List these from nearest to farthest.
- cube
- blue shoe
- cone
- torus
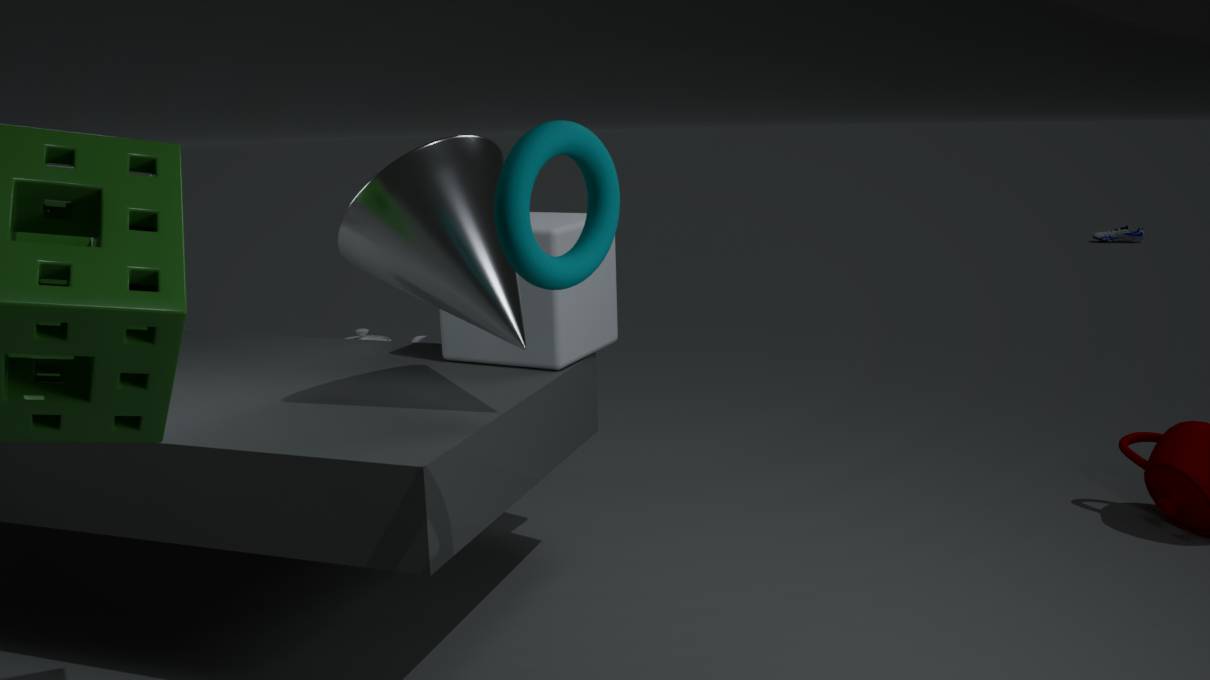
1. torus
2. cone
3. cube
4. blue shoe
